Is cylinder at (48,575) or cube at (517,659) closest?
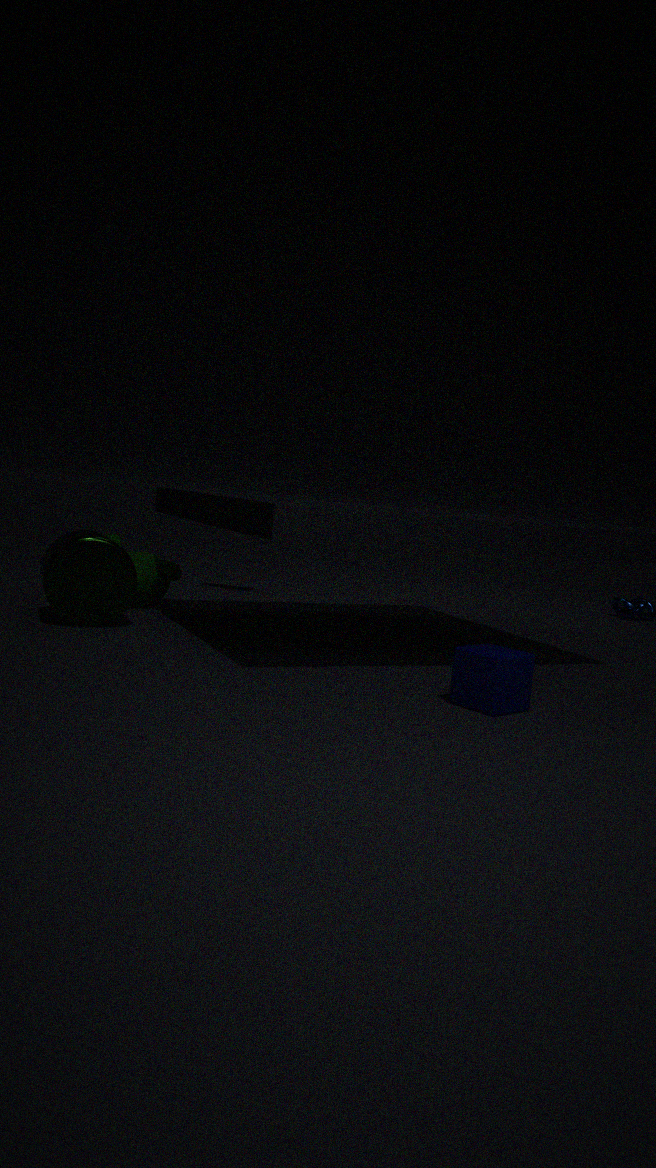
cube at (517,659)
